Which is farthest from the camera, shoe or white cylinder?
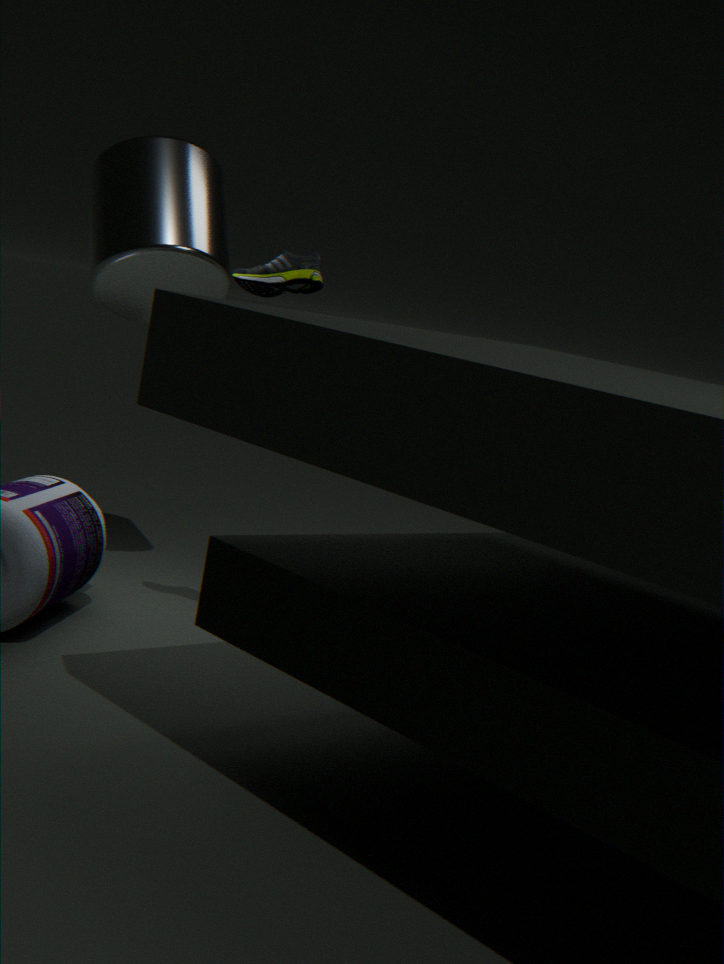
white cylinder
